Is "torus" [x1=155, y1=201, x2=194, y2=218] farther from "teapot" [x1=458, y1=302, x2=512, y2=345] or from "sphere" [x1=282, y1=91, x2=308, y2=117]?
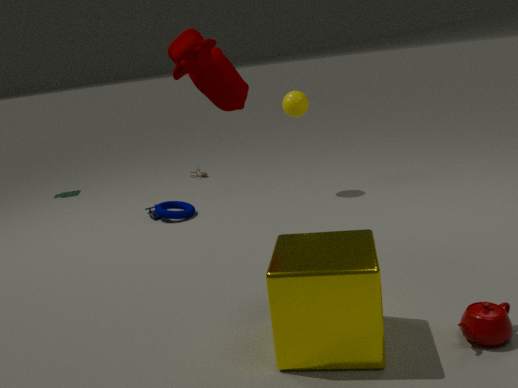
"teapot" [x1=458, y1=302, x2=512, y2=345]
